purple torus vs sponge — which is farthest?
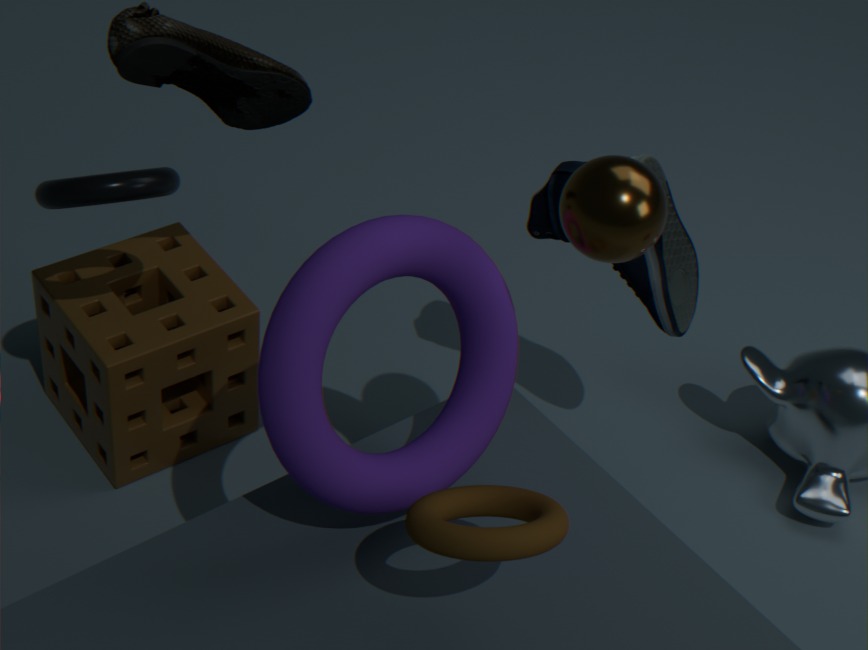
sponge
